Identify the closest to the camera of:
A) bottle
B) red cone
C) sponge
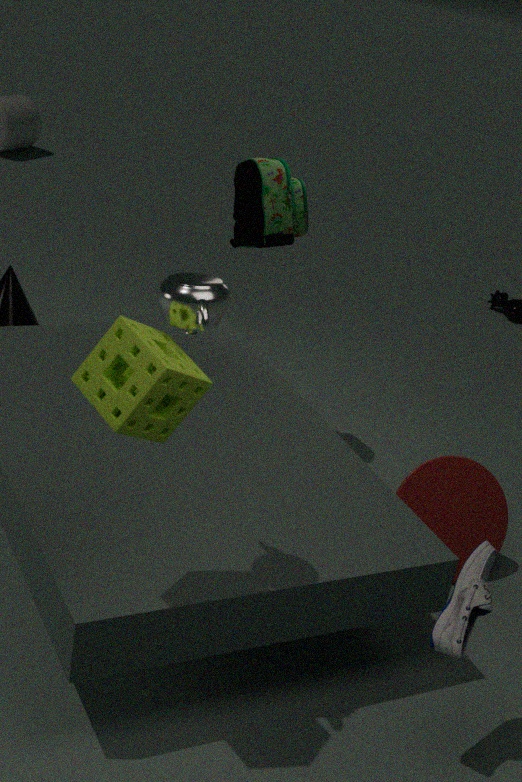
sponge
